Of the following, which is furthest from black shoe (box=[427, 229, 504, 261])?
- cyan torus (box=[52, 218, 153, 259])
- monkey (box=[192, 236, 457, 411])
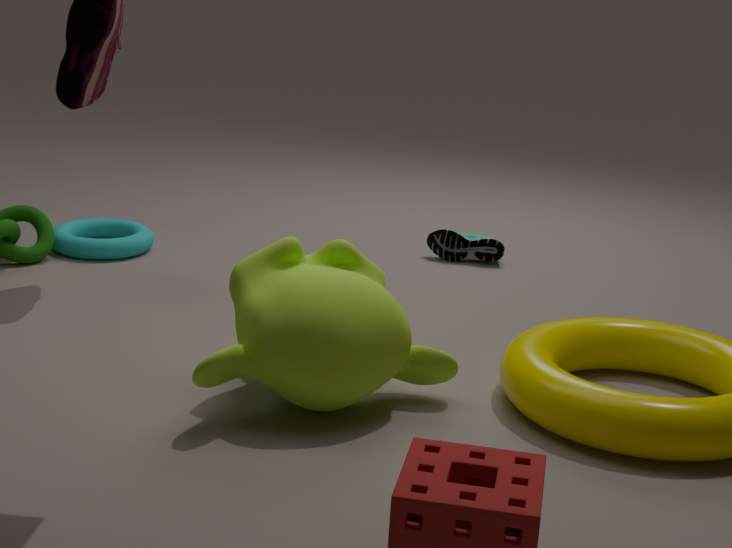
monkey (box=[192, 236, 457, 411])
